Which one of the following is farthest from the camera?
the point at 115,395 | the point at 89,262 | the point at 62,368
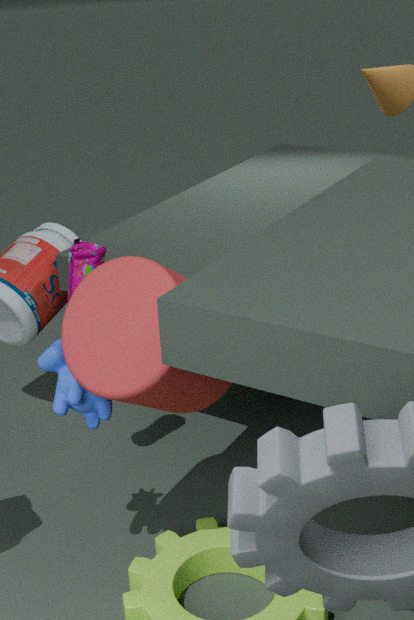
the point at 89,262
